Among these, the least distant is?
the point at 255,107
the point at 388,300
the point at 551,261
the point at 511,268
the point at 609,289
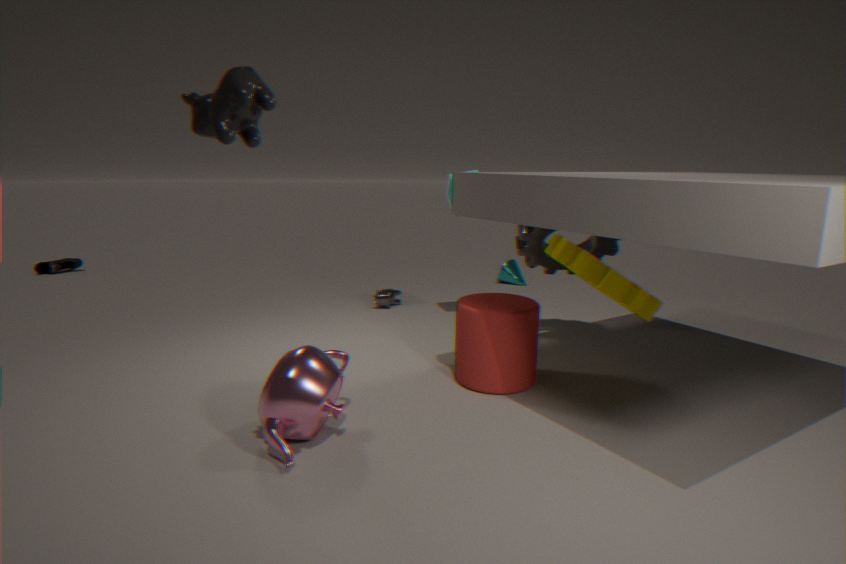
the point at 255,107
